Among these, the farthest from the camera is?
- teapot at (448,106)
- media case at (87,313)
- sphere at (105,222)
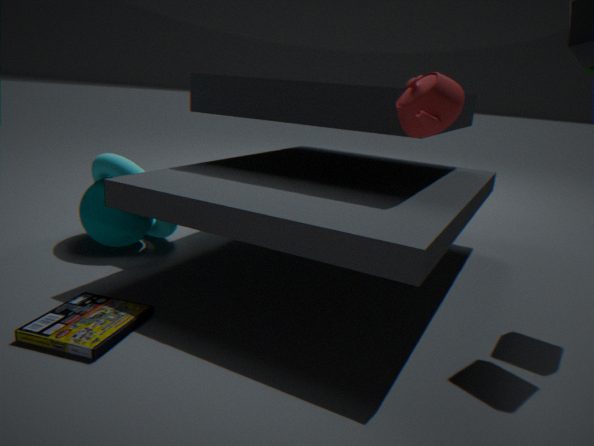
sphere at (105,222)
